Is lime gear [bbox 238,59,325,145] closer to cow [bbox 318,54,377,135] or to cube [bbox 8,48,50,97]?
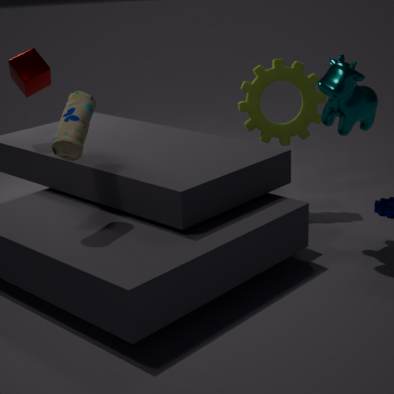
cow [bbox 318,54,377,135]
